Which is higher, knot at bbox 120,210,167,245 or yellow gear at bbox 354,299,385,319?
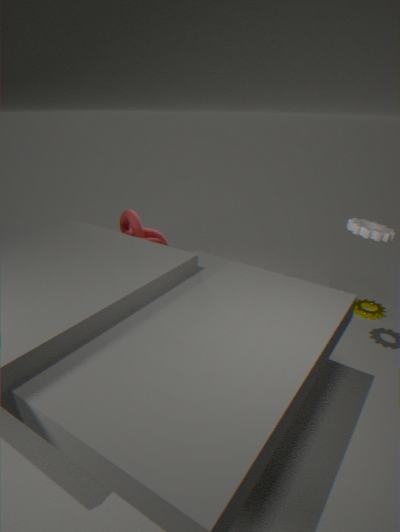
knot at bbox 120,210,167,245
